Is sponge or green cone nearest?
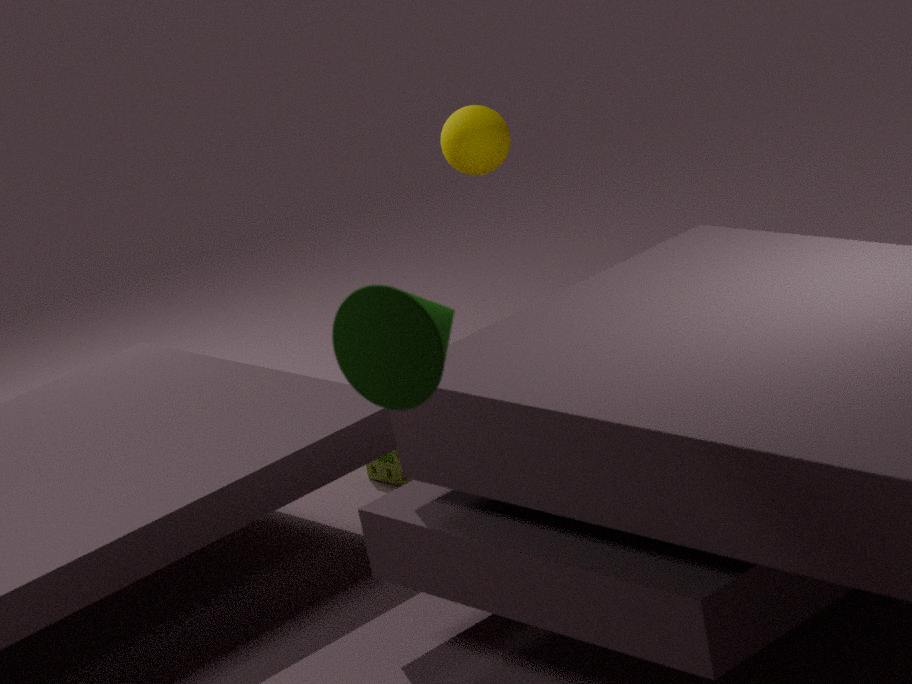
green cone
